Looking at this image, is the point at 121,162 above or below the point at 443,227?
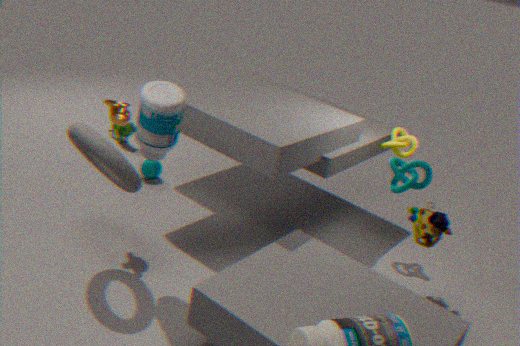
above
